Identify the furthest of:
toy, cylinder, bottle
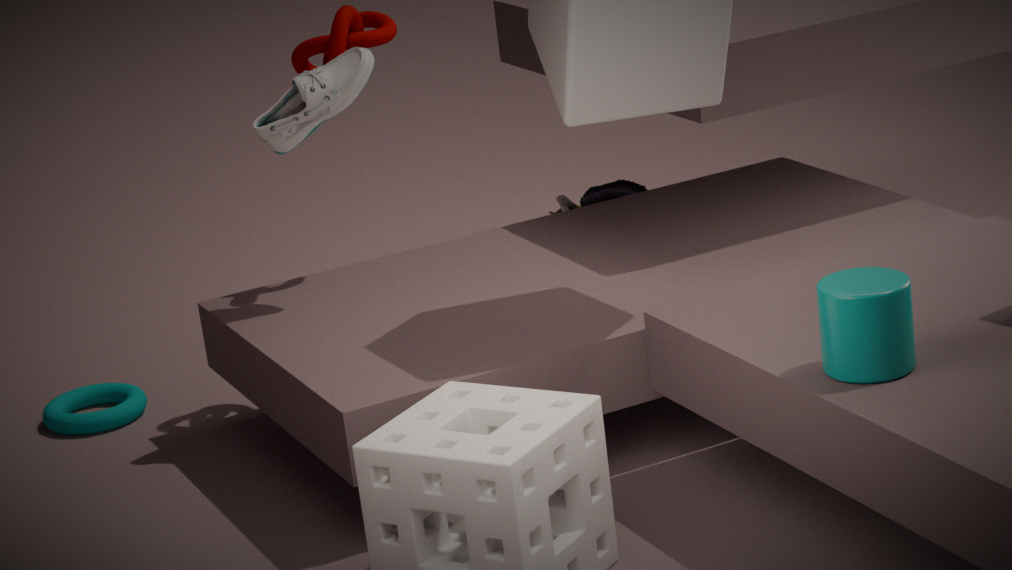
toy
